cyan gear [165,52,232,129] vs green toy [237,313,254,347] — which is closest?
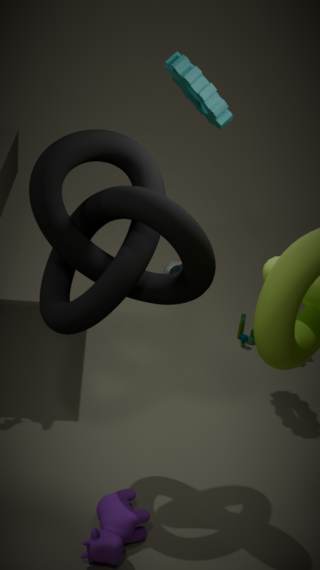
cyan gear [165,52,232,129]
